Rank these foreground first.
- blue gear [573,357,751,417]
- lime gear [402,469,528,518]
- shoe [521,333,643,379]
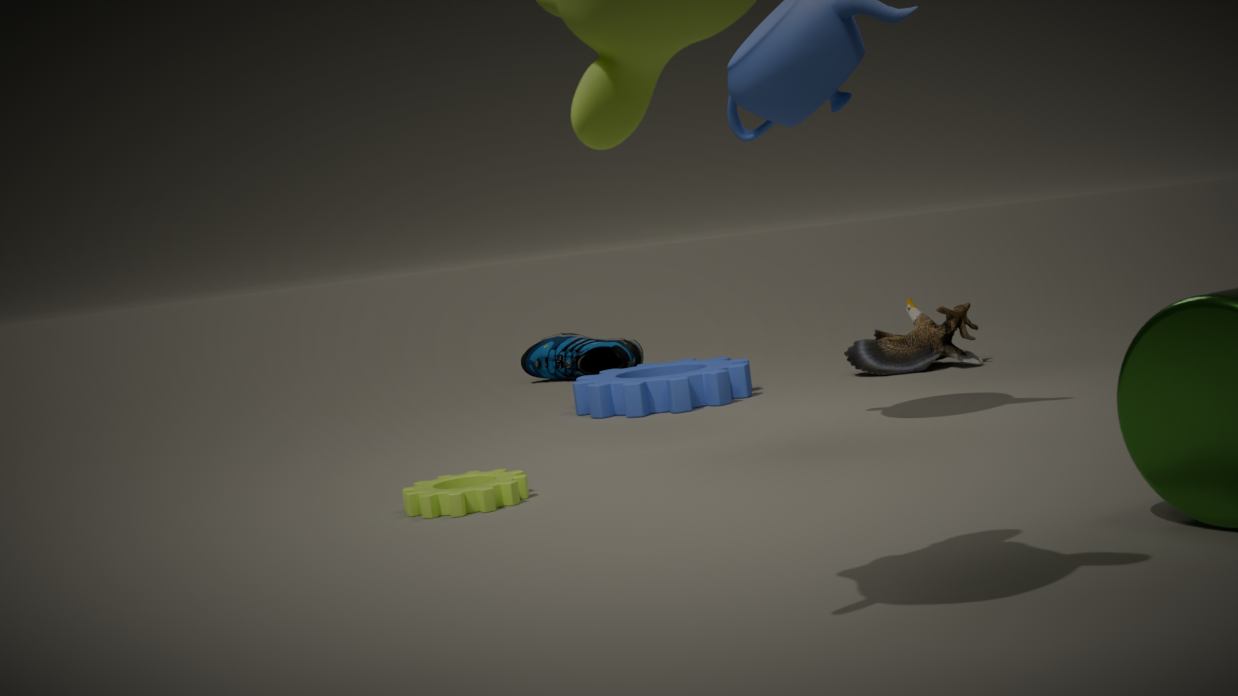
1. lime gear [402,469,528,518]
2. blue gear [573,357,751,417]
3. shoe [521,333,643,379]
